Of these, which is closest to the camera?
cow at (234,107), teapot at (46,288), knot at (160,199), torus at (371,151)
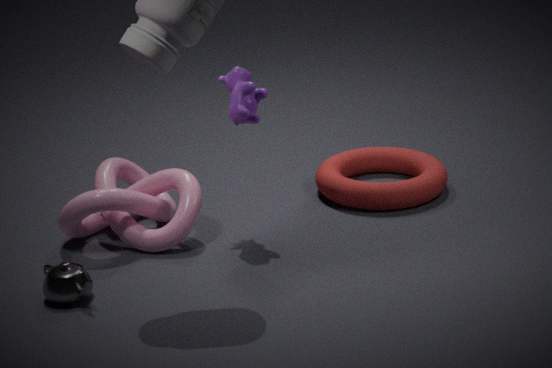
teapot at (46,288)
